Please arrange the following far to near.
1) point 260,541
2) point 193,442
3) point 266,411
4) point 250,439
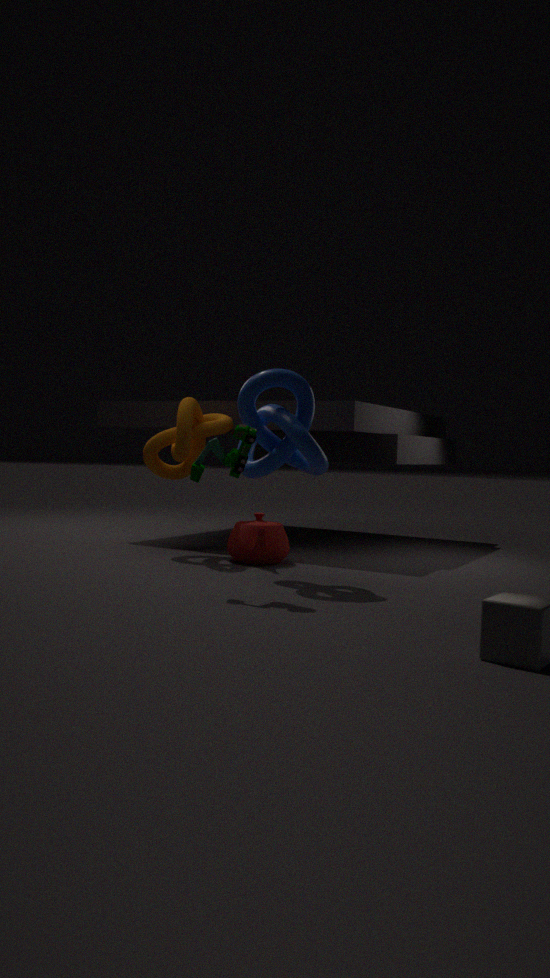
2. point 193,442 → 1. point 260,541 → 3. point 266,411 → 4. point 250,439
